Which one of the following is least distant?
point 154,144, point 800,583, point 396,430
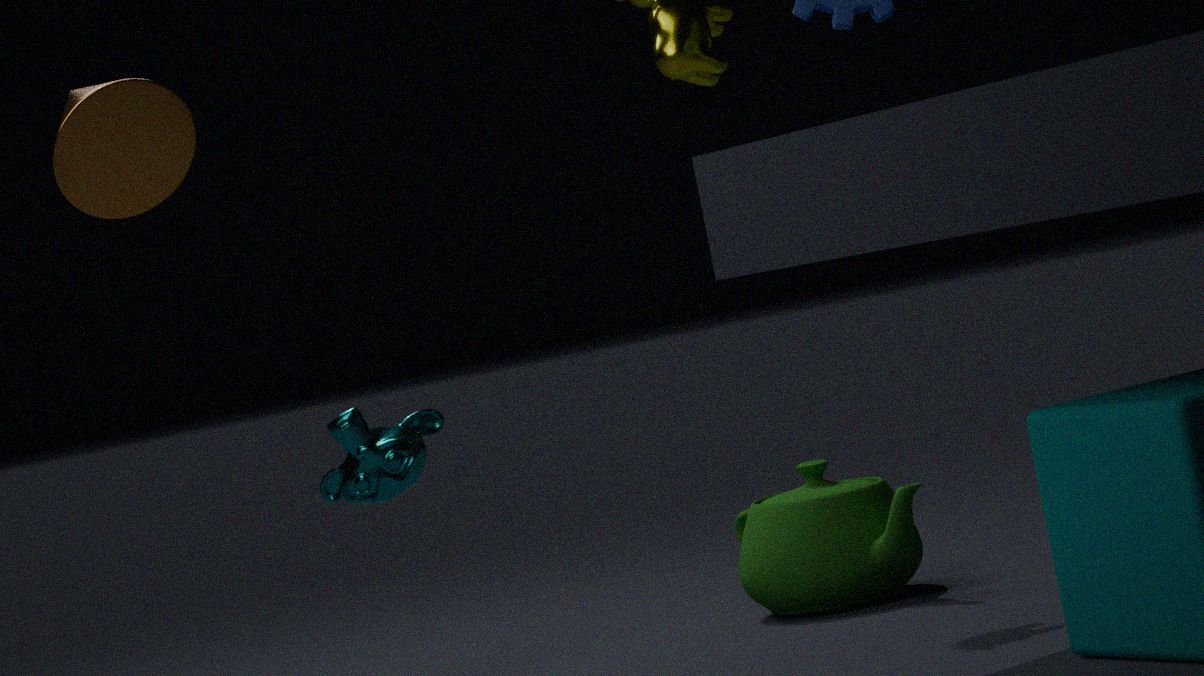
point 154,144
